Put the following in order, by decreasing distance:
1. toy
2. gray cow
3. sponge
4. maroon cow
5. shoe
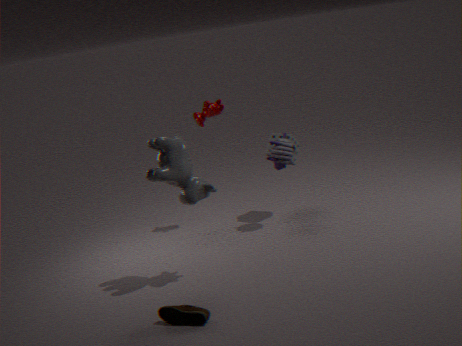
sponge → maroon cow → toy → gray cow → shoe
